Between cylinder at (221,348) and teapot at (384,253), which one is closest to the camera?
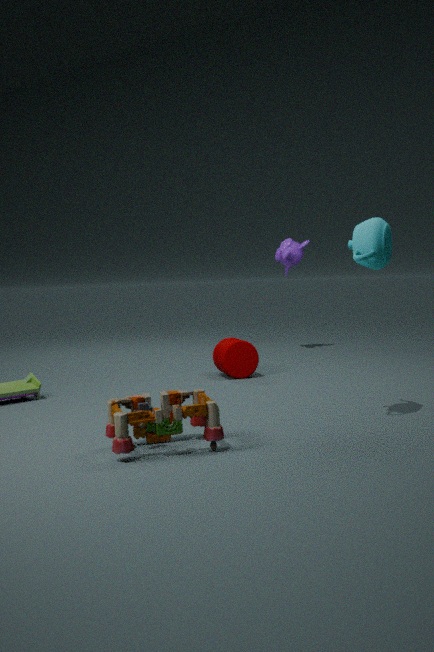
teapot at (384,253)
